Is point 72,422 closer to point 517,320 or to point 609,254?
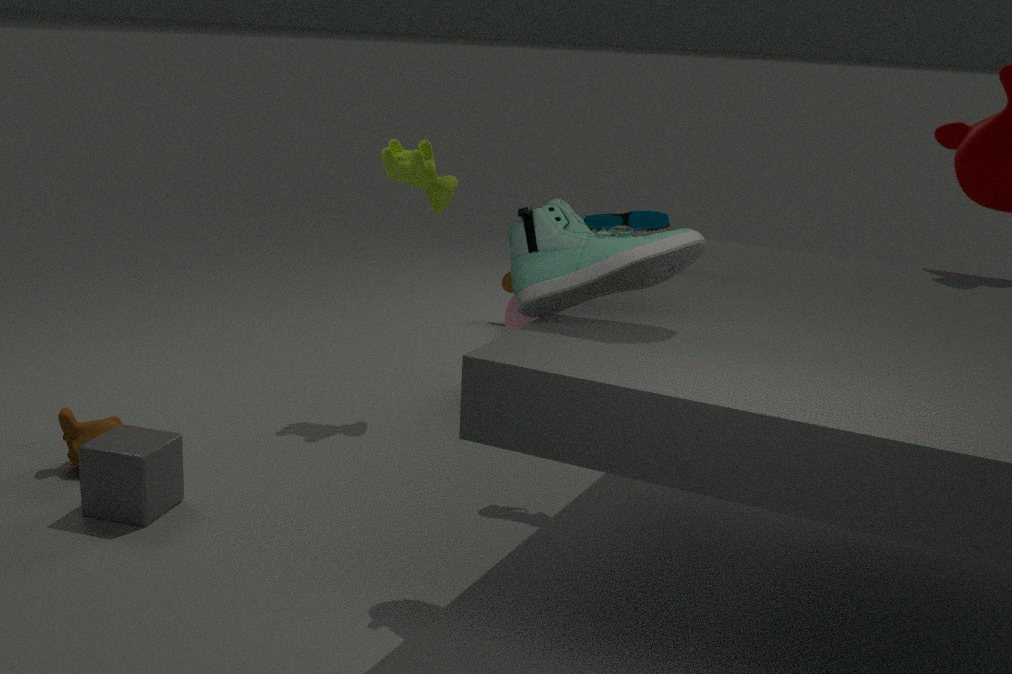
point 609,254
